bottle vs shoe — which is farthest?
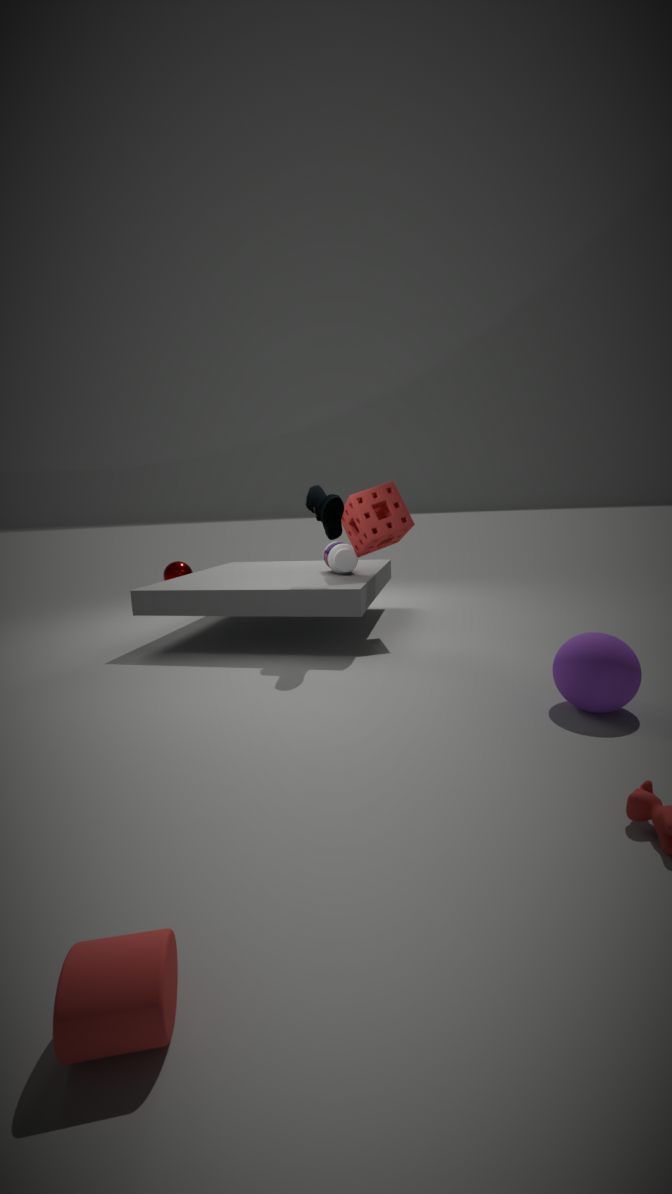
bottle
